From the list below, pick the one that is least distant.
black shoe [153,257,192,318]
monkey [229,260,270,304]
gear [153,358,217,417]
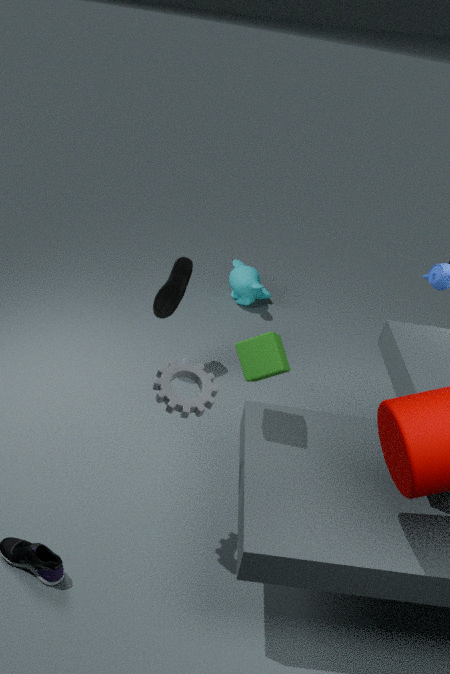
gear [153,358,217,417]
